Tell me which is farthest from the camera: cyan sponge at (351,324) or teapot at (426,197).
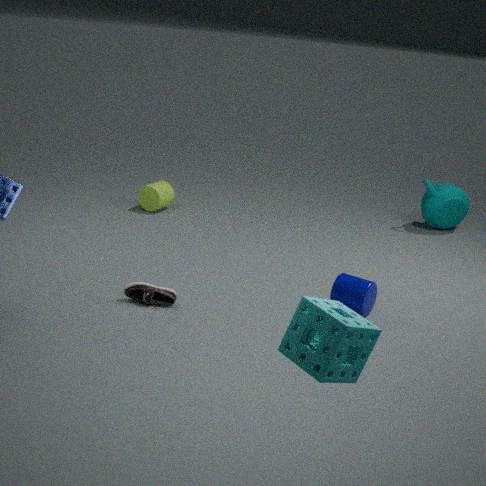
teapot at (426,197)
